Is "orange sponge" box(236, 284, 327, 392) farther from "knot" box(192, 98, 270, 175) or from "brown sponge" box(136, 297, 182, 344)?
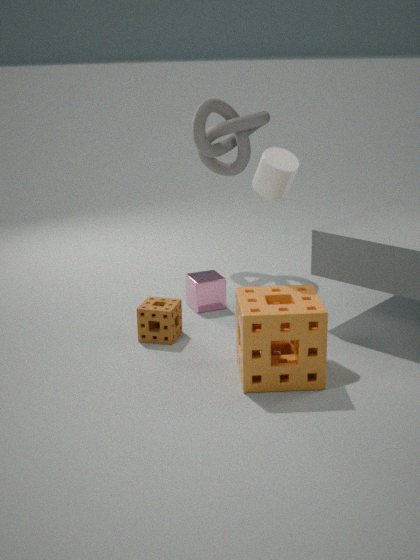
"knot" box(192, 98, 270, 175)
